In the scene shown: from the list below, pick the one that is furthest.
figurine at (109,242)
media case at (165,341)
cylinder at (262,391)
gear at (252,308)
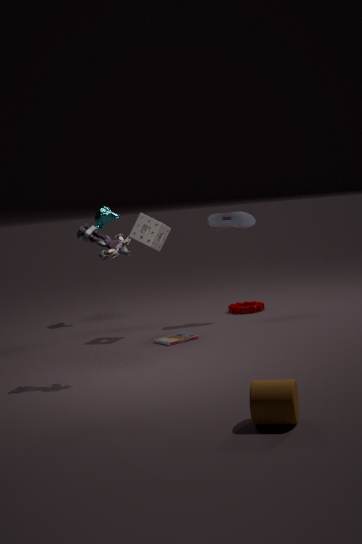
gear at (252,308)
